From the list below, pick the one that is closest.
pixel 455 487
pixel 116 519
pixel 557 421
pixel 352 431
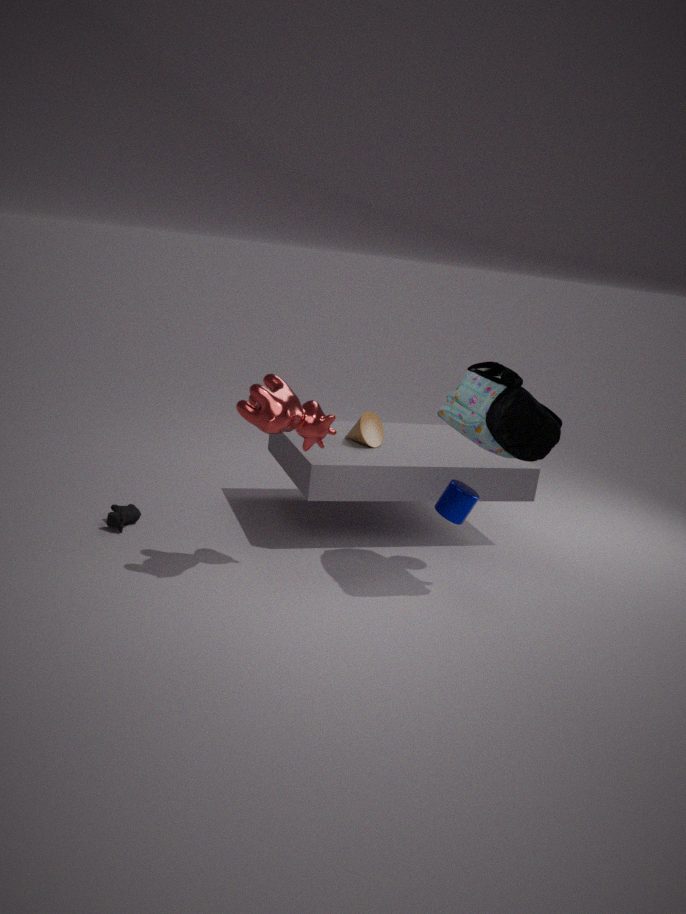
pixel 557 421
